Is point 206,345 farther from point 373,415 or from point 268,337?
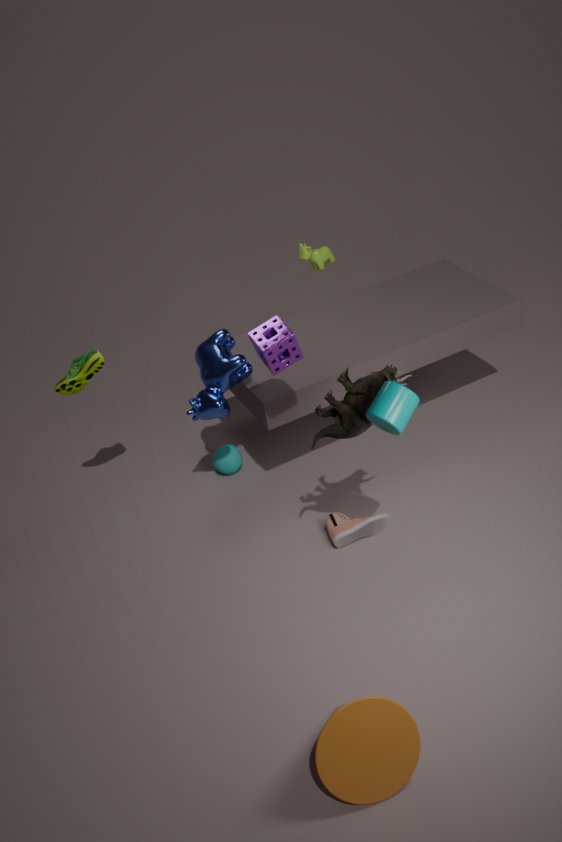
point 373,415
